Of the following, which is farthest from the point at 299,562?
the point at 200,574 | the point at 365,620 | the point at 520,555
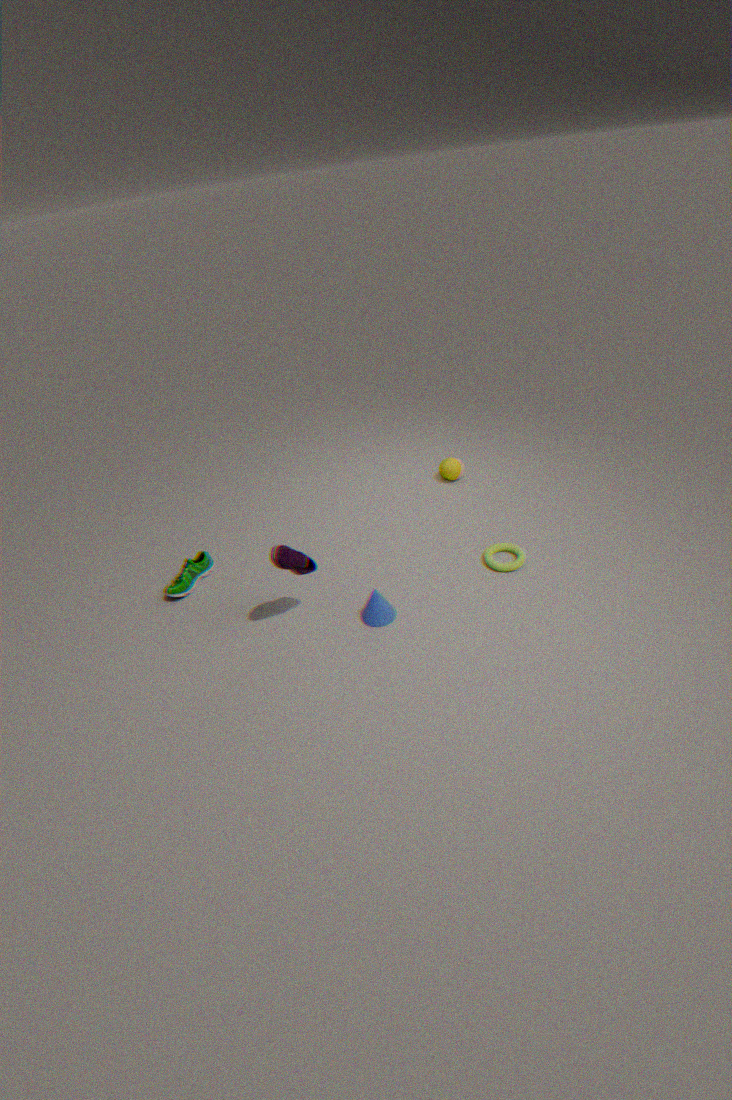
the point at 520,555
